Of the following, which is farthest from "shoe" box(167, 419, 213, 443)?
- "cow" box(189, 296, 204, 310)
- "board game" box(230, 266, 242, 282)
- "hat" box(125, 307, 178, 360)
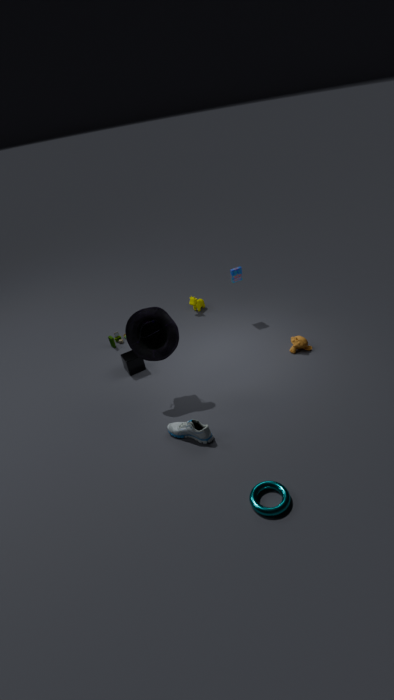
"cow" box(189, 296, 204, 310)
